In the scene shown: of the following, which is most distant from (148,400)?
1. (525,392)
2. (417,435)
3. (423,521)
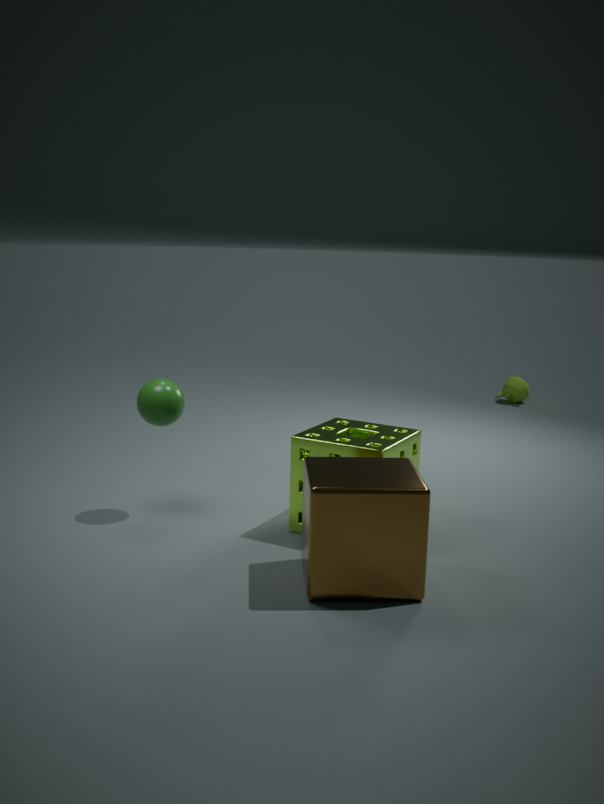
(525,392)
